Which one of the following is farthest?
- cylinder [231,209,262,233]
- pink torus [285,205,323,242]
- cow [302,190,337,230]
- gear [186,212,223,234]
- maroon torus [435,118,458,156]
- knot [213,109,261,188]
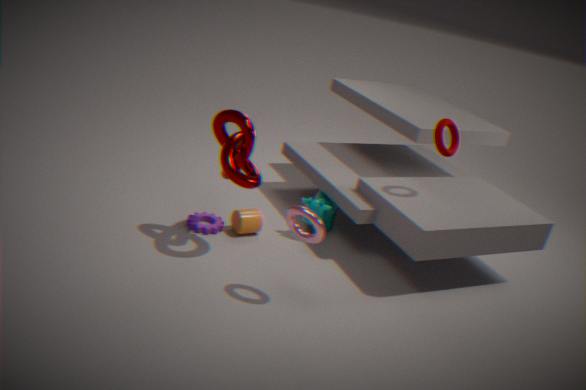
cow [302,190,337,230]
